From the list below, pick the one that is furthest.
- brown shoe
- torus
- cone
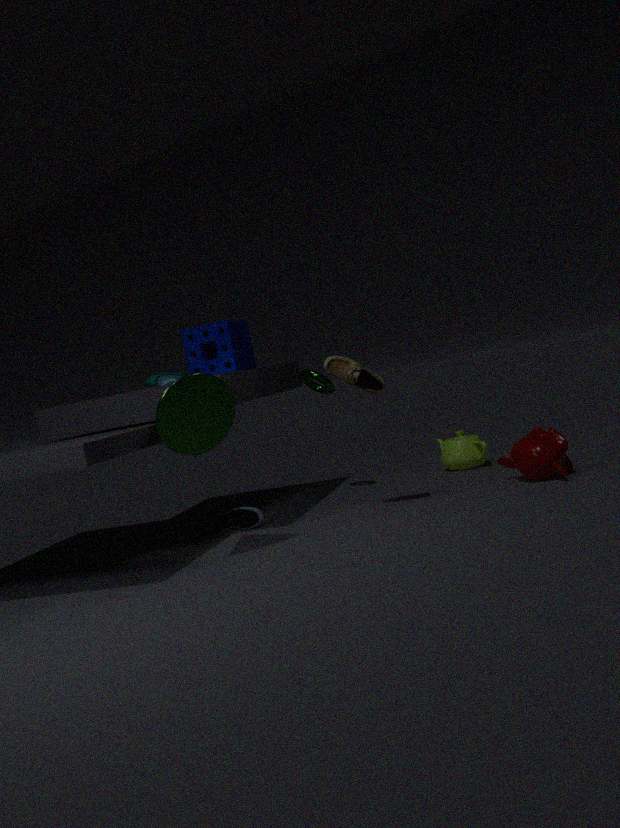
torus
